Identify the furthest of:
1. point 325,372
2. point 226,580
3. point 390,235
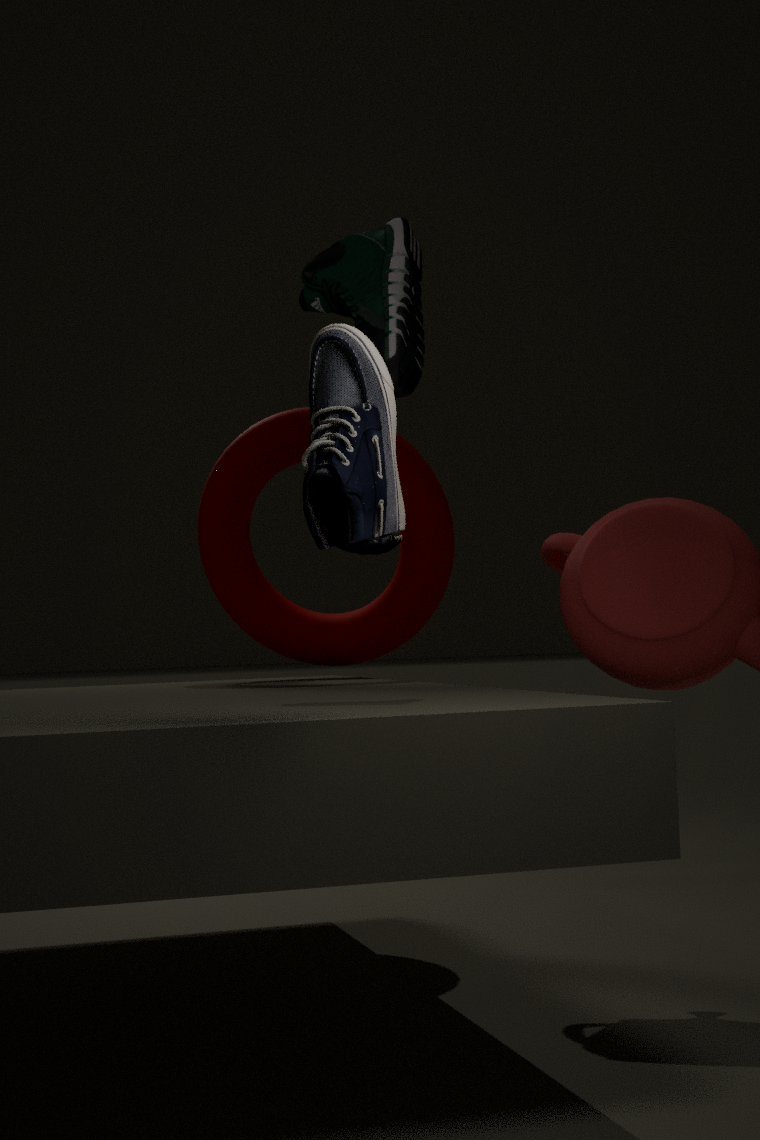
point 226,580
